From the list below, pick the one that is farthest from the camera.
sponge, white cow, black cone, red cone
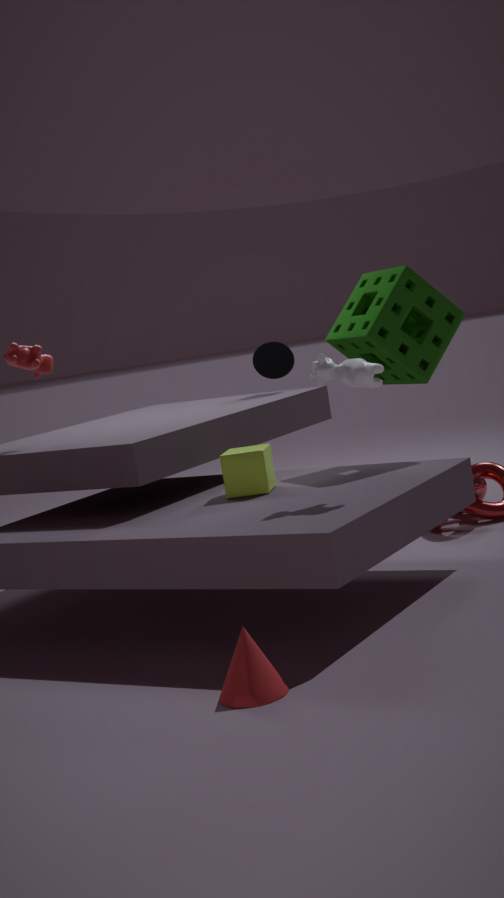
black cone
